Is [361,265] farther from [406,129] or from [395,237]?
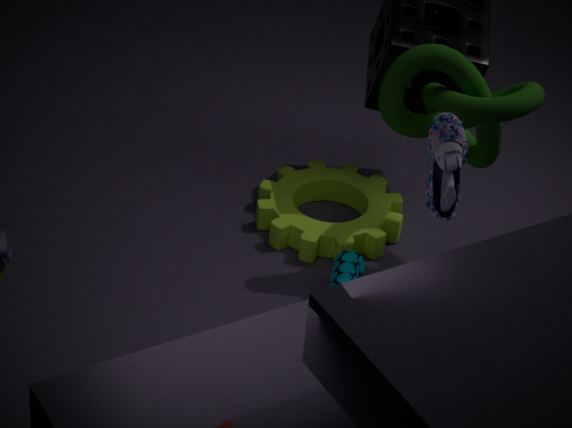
[406,129]
